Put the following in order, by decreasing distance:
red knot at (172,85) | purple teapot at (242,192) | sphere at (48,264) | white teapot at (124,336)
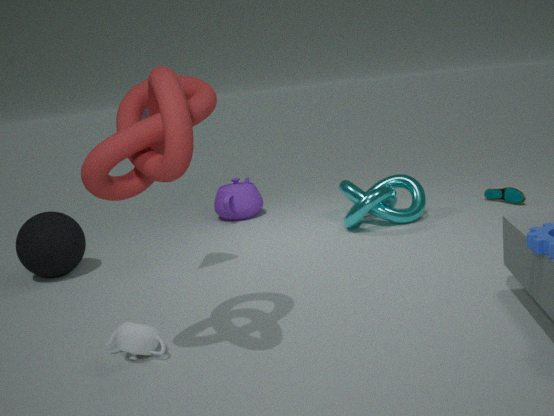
purple teapot at (242,192)
sphere at (48,264)
white teapot at (124,336)
red knot at (172,85)
